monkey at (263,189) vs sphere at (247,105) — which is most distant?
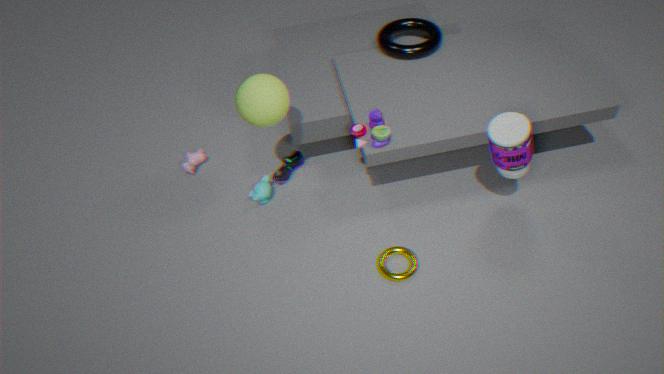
monkey at (263,189)
